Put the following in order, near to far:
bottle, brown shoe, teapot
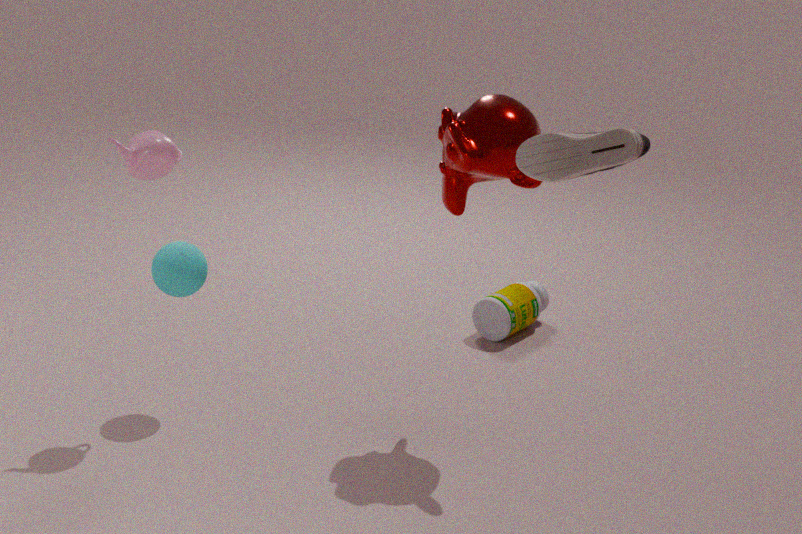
brown shoe → teapot → bottle
